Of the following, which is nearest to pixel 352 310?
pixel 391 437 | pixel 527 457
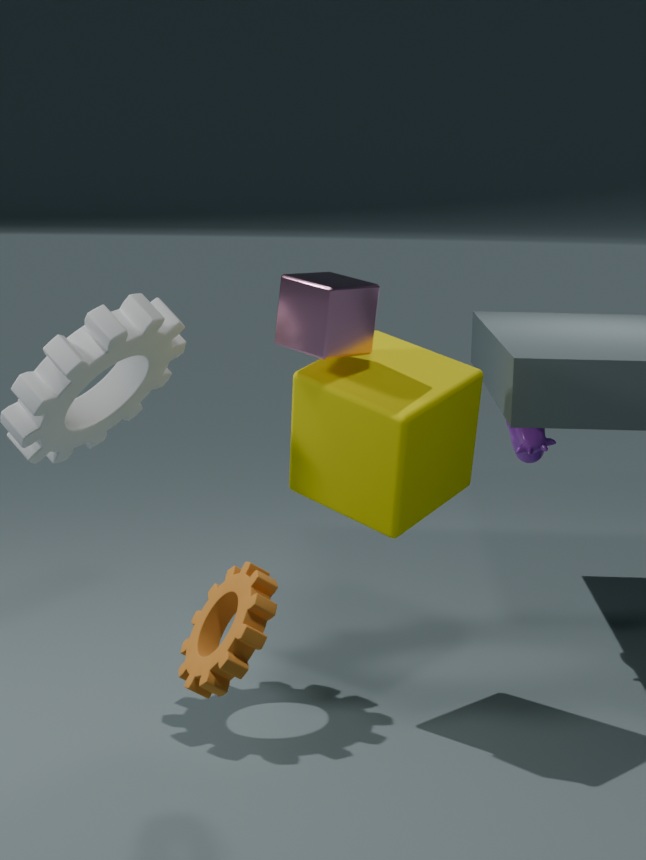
pixel 391 437
